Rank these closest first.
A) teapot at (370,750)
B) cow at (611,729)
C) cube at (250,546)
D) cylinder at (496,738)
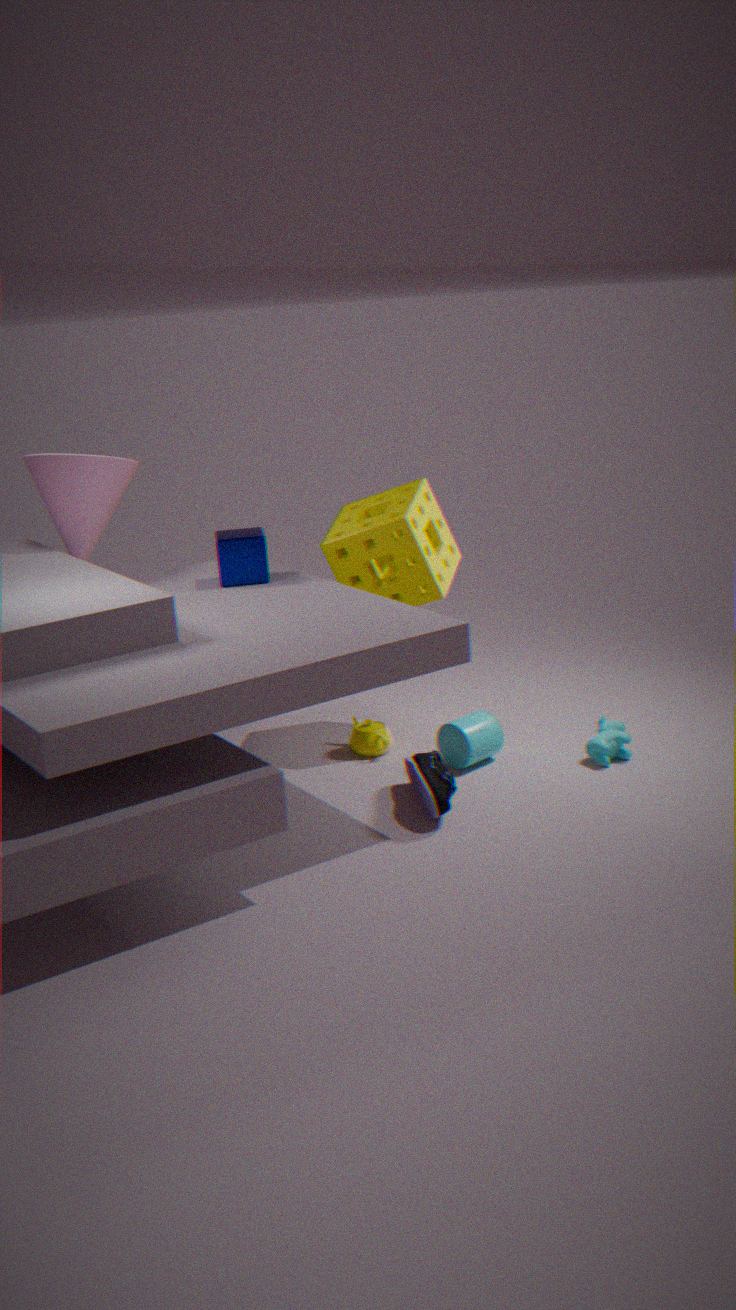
cow at (611,729)
cylinder at (496,738)
cube at (250,546)
teapot at (370,750)
